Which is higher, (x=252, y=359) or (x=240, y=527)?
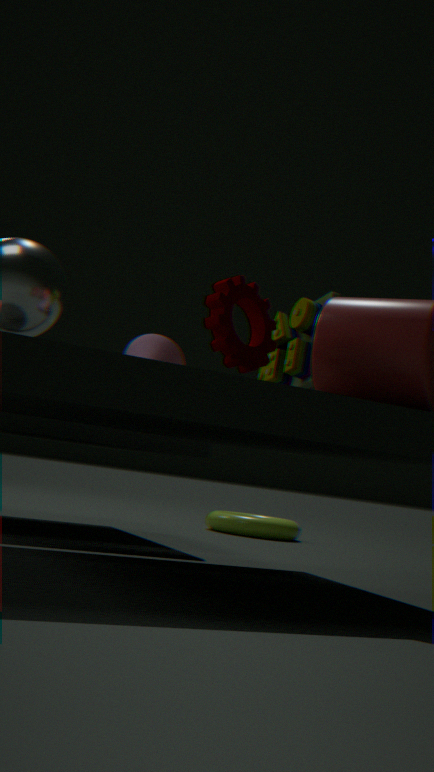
(x=252, y=359)
